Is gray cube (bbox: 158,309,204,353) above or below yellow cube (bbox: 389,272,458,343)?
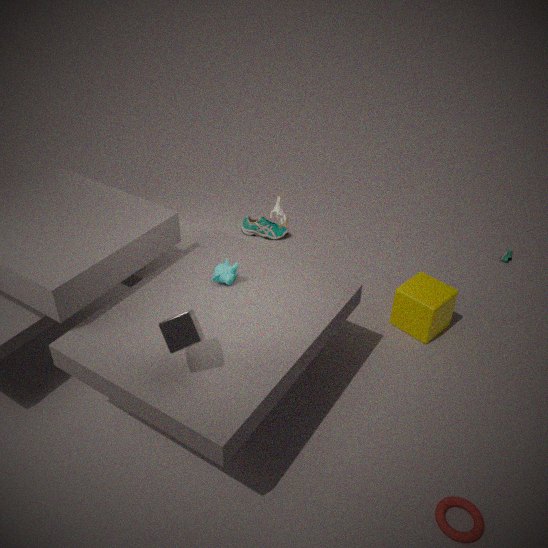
above
